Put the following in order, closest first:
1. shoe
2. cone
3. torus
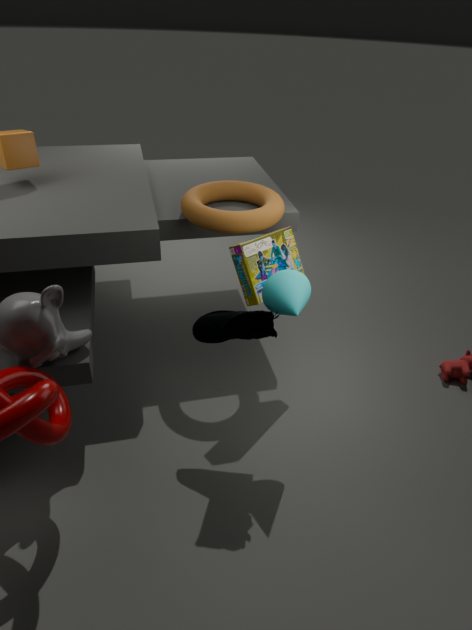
shoe
cone
torus
